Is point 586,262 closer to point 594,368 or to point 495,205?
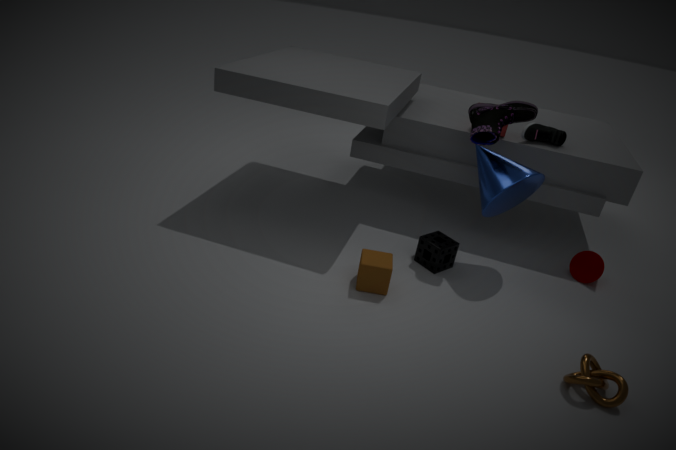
point 495,205
